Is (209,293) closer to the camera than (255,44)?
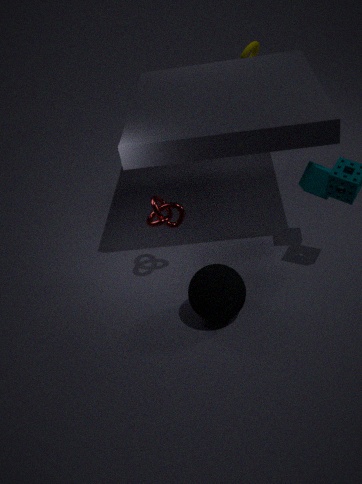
Yes
